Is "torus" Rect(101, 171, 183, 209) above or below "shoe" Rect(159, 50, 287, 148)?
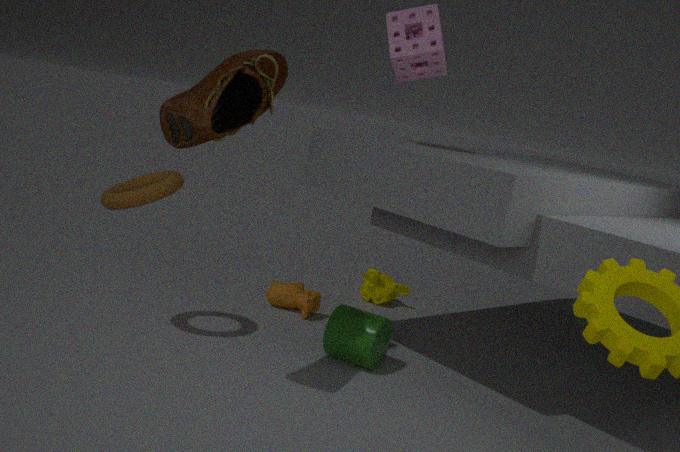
below
